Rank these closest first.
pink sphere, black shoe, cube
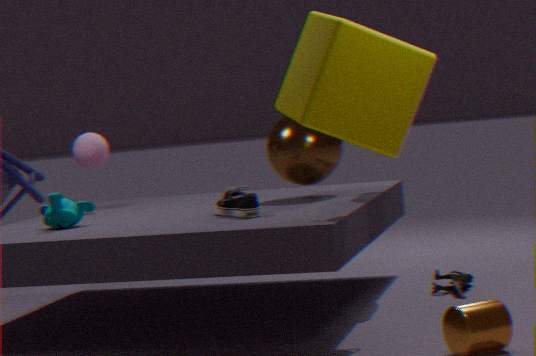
cube < black shoe < pink sphere
